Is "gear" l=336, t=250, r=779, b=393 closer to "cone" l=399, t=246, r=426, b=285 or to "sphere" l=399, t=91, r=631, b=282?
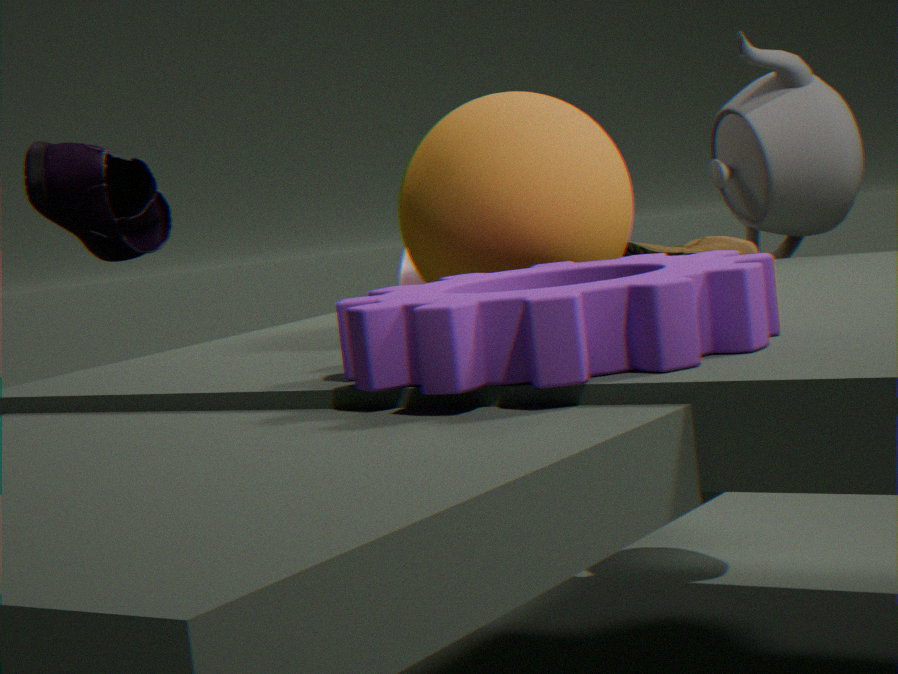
"sphere" l=399, t=91, r=631, b=282
